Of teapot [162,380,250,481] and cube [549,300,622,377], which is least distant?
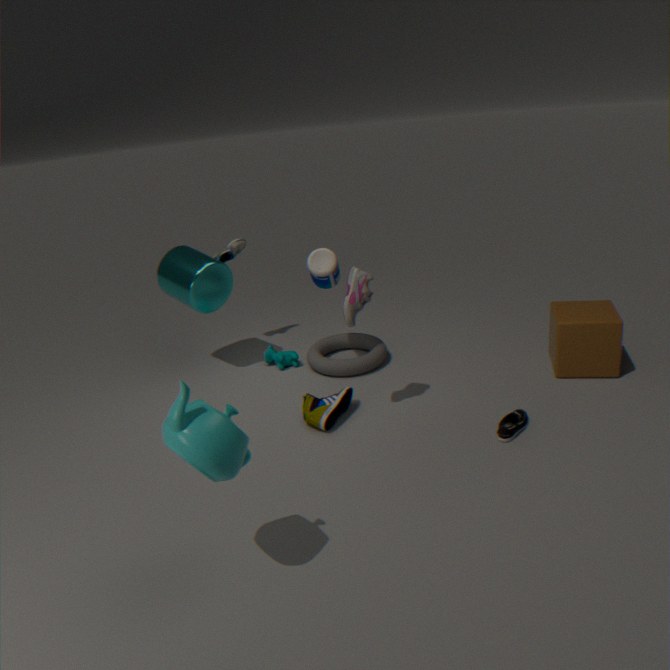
teapot [162,380,250,481]
